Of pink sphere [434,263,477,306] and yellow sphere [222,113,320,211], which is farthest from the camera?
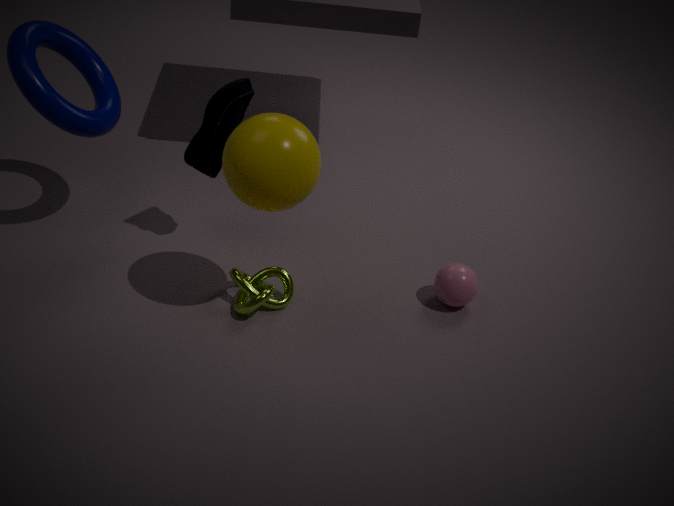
pink sphere [434,263,477,306]
